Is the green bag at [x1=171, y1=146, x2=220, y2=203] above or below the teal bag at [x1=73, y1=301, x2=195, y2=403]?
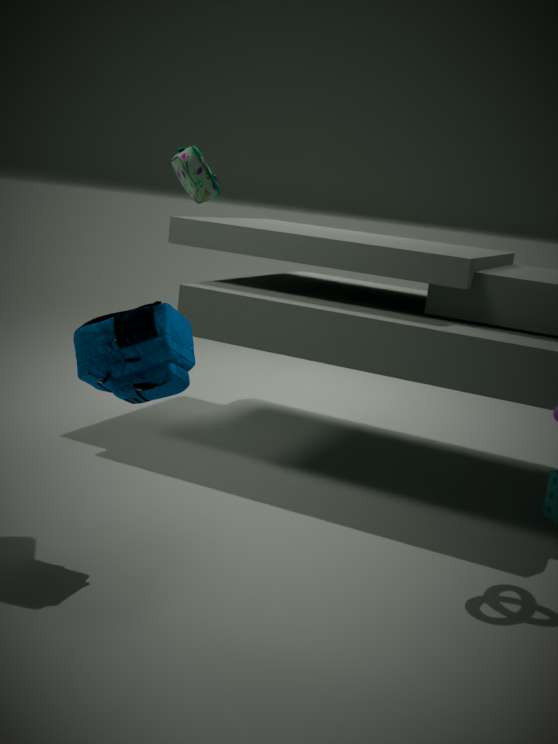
above
